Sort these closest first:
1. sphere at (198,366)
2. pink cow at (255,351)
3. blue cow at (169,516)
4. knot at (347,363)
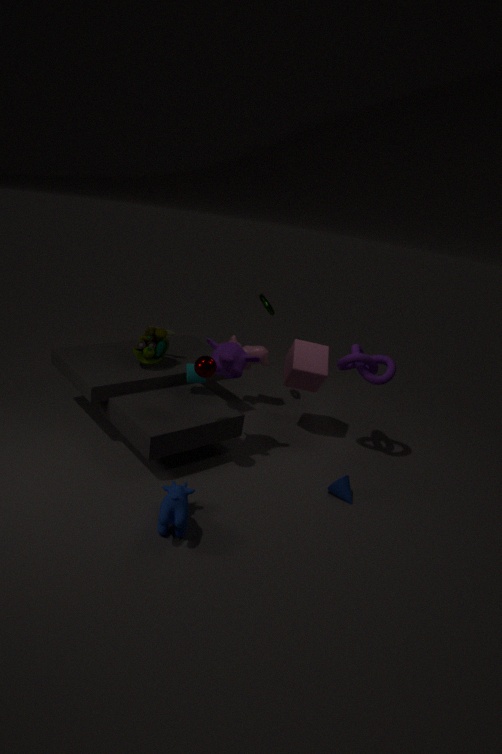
blue cow at (169,516), sphere at (198,366), knot at (347,363), pink cow at (255,351)
